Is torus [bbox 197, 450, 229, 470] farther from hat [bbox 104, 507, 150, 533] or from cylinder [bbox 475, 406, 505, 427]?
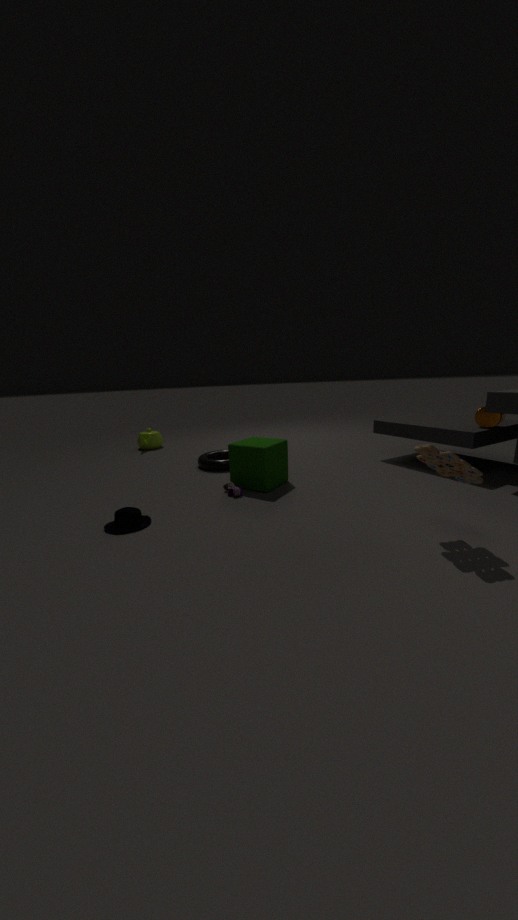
cylinder [bbox 475, 406, 505, 427]
